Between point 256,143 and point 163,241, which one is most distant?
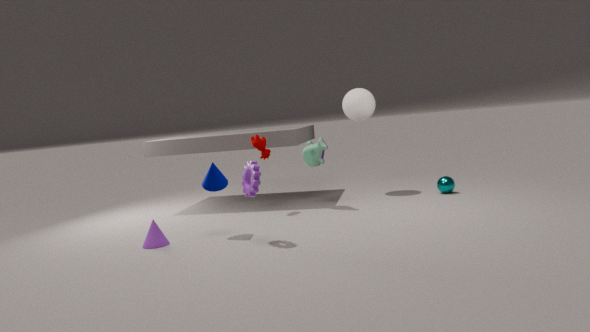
point 256,143
